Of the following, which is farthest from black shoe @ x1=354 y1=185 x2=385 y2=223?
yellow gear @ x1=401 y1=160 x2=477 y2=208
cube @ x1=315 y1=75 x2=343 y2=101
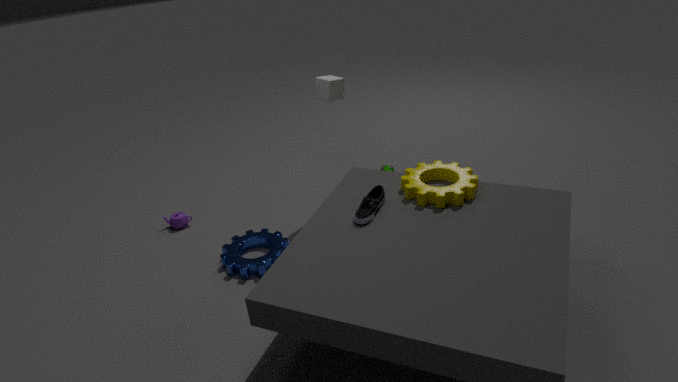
cube @ x1=315 y1=75 x2=343 y2=101
